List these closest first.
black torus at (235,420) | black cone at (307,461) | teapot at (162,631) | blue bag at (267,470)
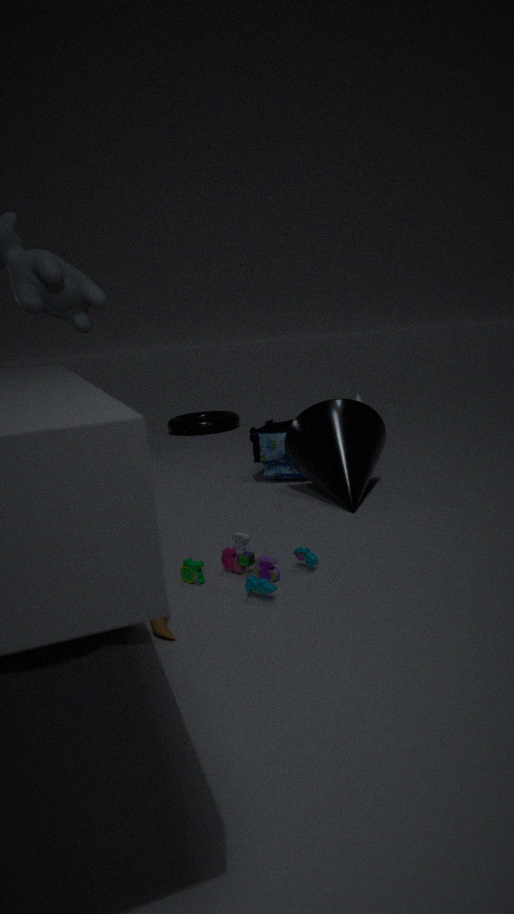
teapot at (162,631), black cone at (307,461), blue bag at (267,470), black torus at (235,420)
